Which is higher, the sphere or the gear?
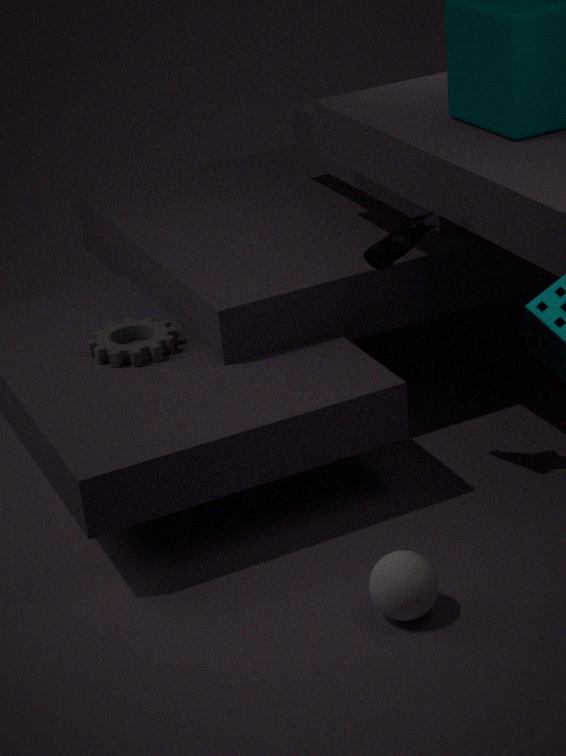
the gear
